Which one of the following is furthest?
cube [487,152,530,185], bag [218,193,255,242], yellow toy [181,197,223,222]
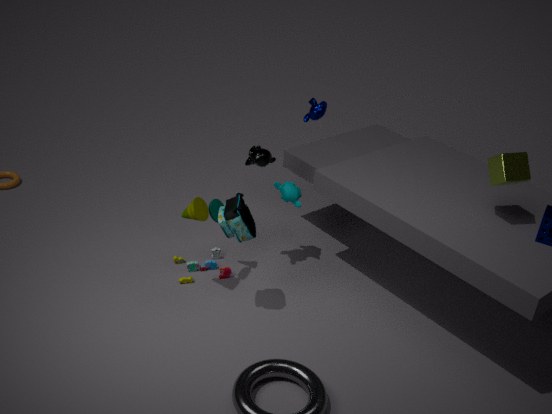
yellow toy [181,197,223,222]
